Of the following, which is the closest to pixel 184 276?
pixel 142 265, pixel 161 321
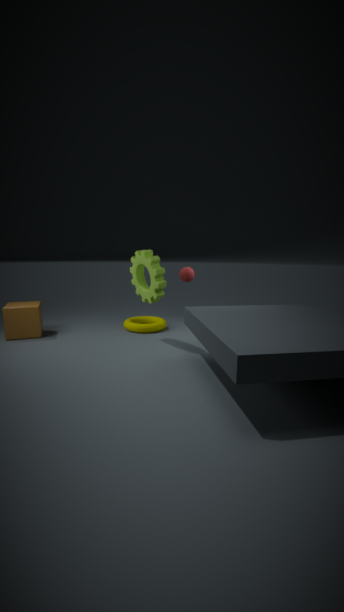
pixel 142 265
